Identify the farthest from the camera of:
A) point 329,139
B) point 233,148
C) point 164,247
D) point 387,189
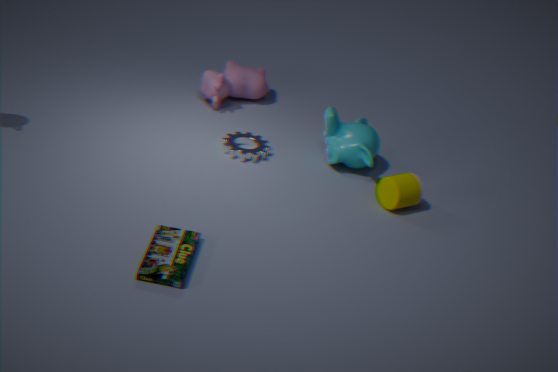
point 329,139
